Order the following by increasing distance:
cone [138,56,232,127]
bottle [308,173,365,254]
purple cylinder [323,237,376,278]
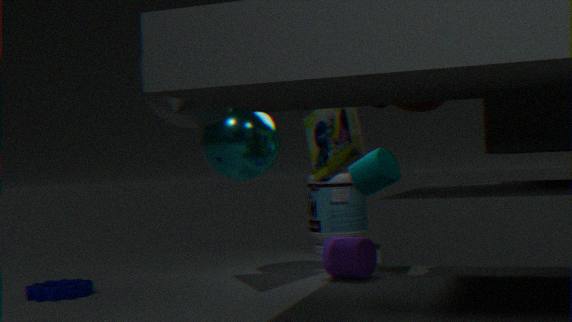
cone [138,56,232,127] → purple cylinder [323,237,376,278] → bottle [308,173,365,254]
